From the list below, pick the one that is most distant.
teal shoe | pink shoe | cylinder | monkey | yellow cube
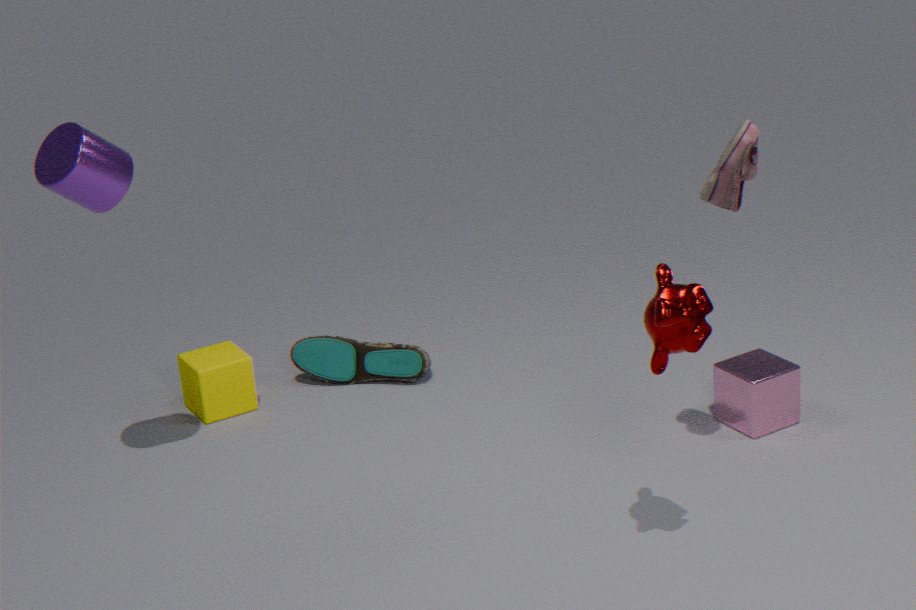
teal shoe
